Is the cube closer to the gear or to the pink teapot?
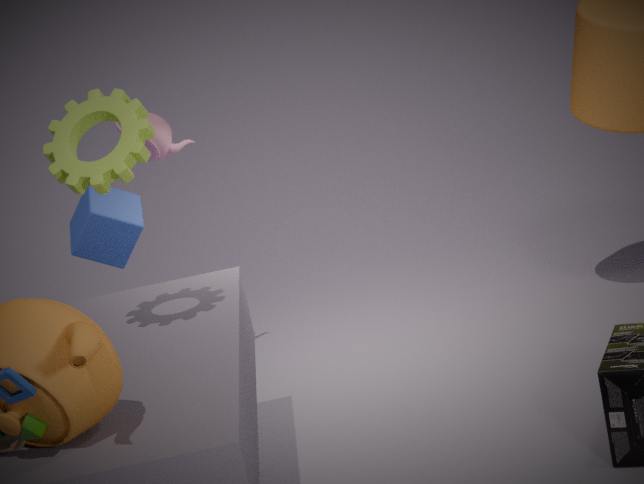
the pink teapot
